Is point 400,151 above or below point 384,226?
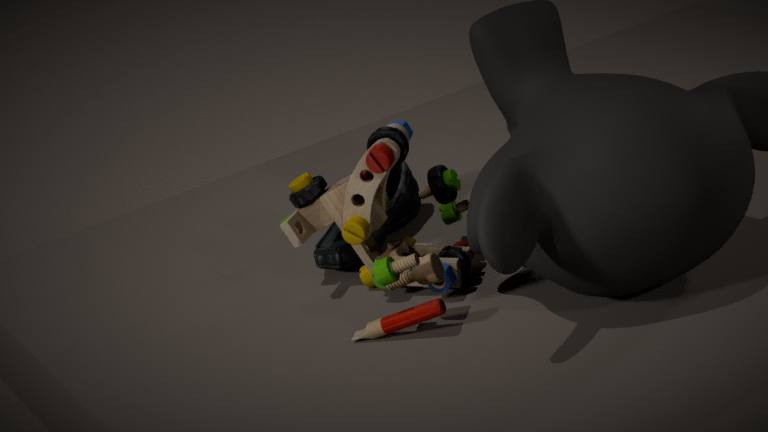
above
